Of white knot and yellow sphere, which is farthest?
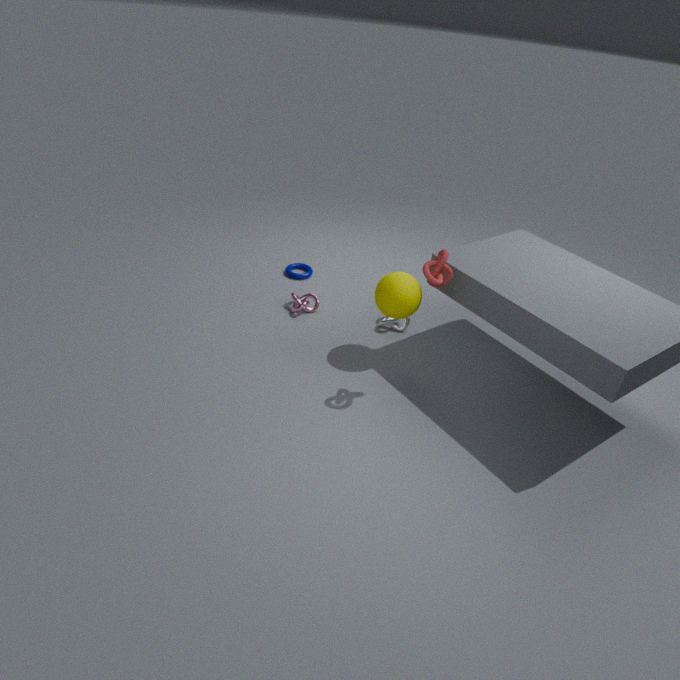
white knot
